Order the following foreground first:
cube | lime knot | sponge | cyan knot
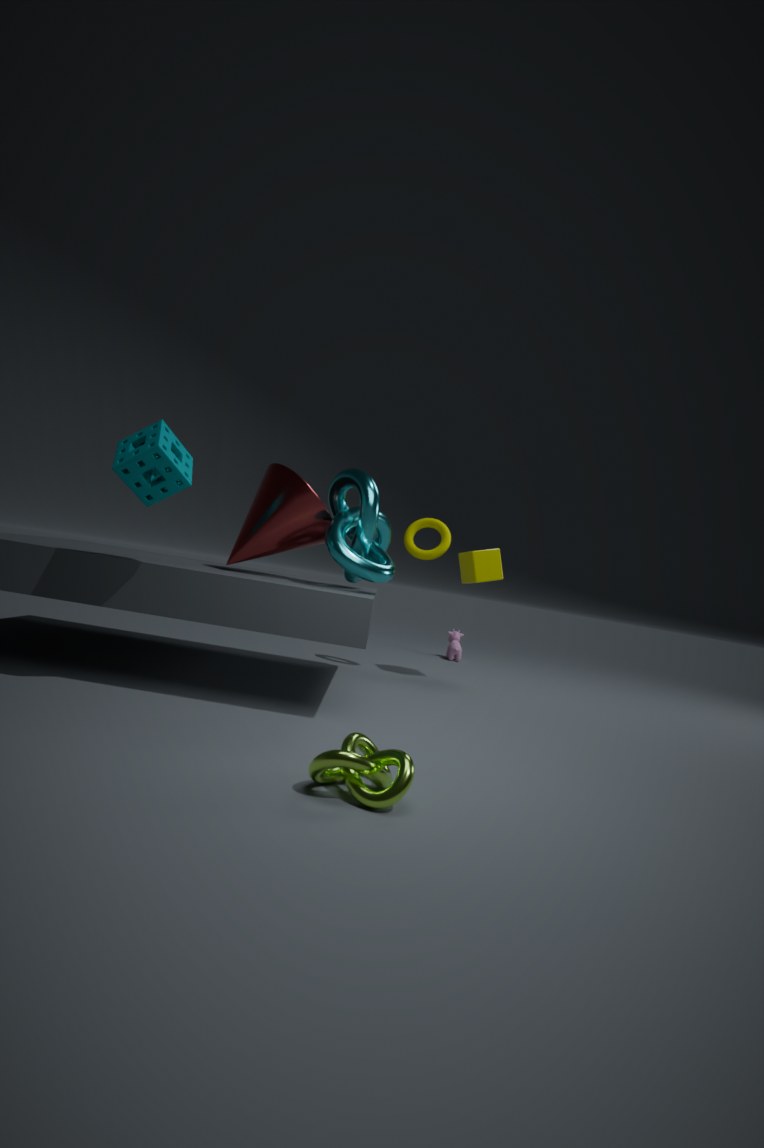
lime knot → sponge → cyan knot → cube
